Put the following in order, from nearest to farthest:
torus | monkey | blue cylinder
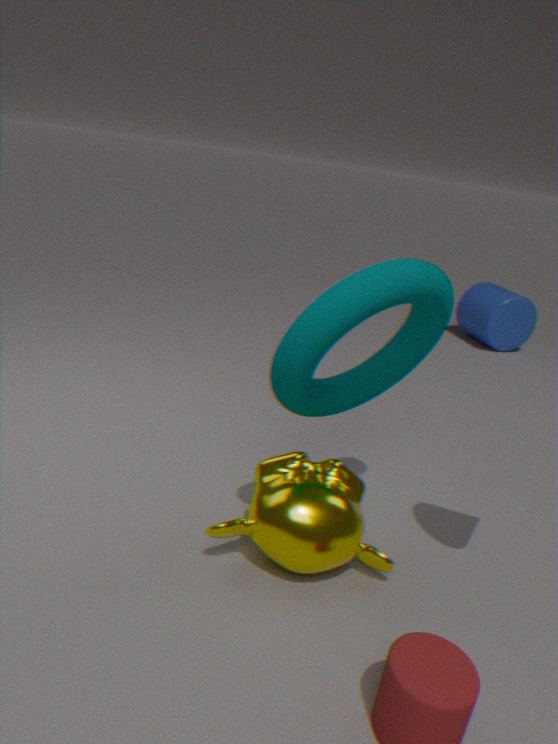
torus → monkey → blue cylinder
